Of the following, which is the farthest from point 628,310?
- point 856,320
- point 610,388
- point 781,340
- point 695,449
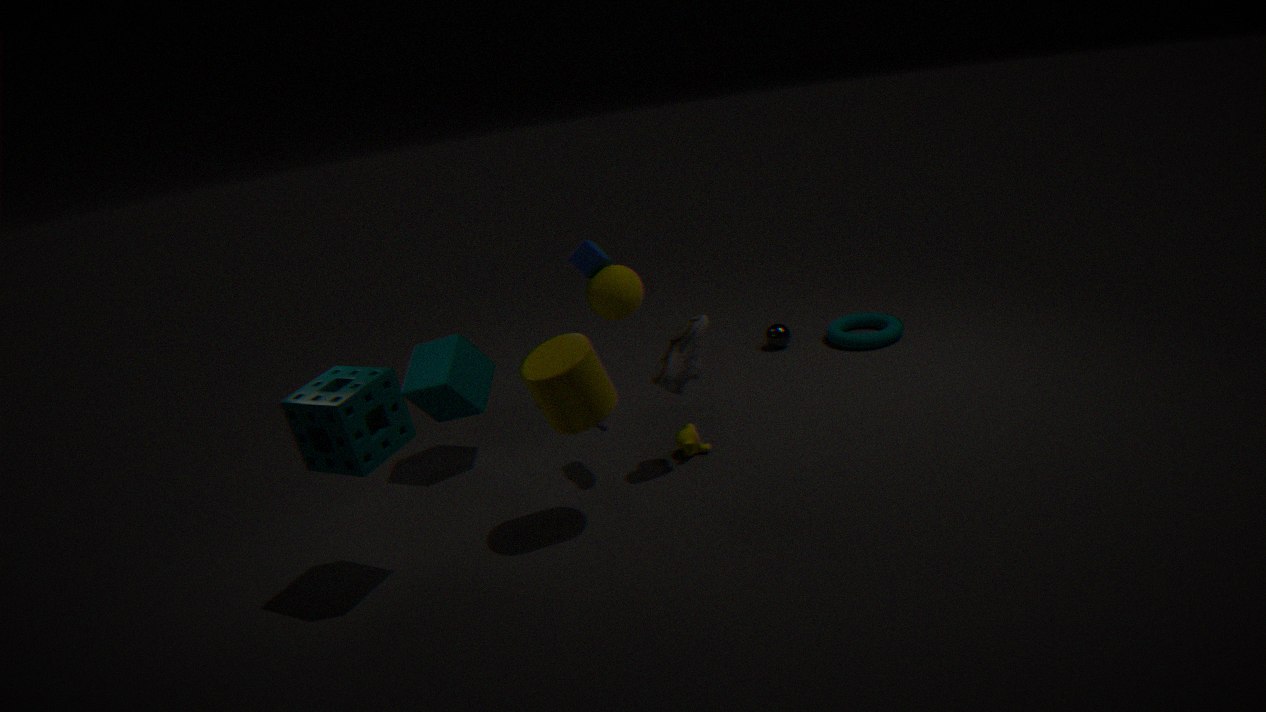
point 856,320
